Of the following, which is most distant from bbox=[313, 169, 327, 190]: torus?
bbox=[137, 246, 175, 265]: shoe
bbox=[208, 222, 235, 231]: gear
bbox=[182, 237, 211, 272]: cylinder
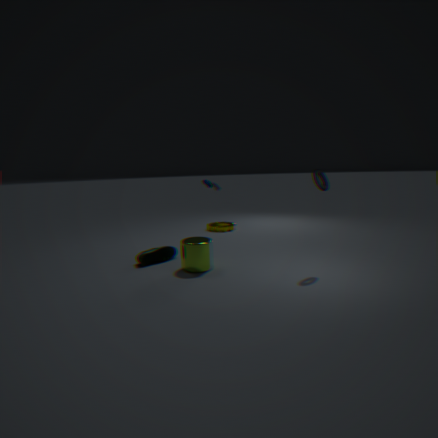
bbox=[208, 222, 235, 231]: gear
